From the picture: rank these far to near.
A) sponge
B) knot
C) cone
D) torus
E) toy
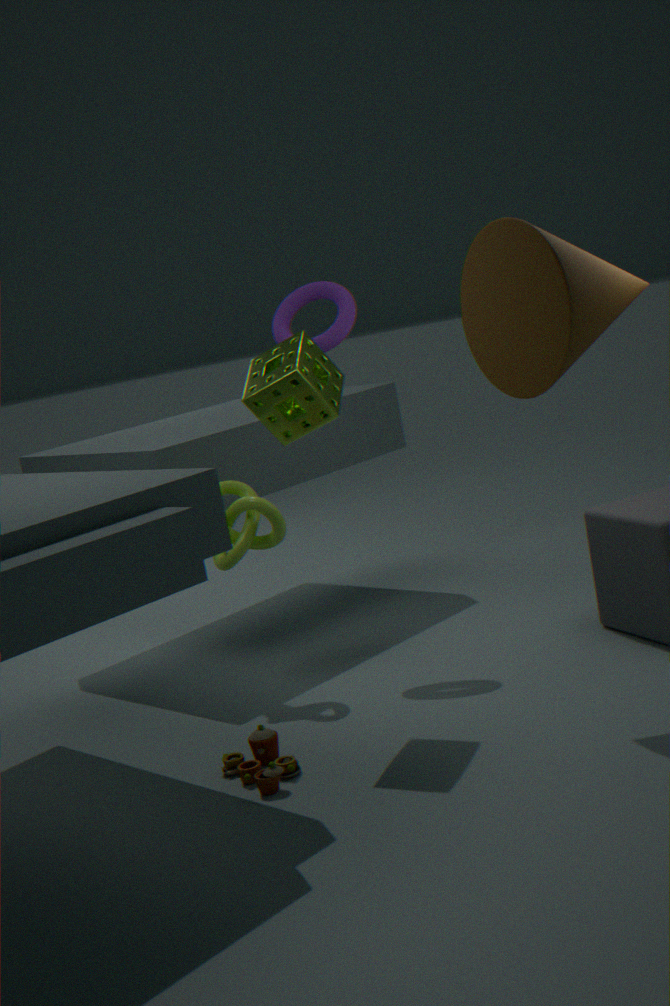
torus
knot
sponge
toy
cone
